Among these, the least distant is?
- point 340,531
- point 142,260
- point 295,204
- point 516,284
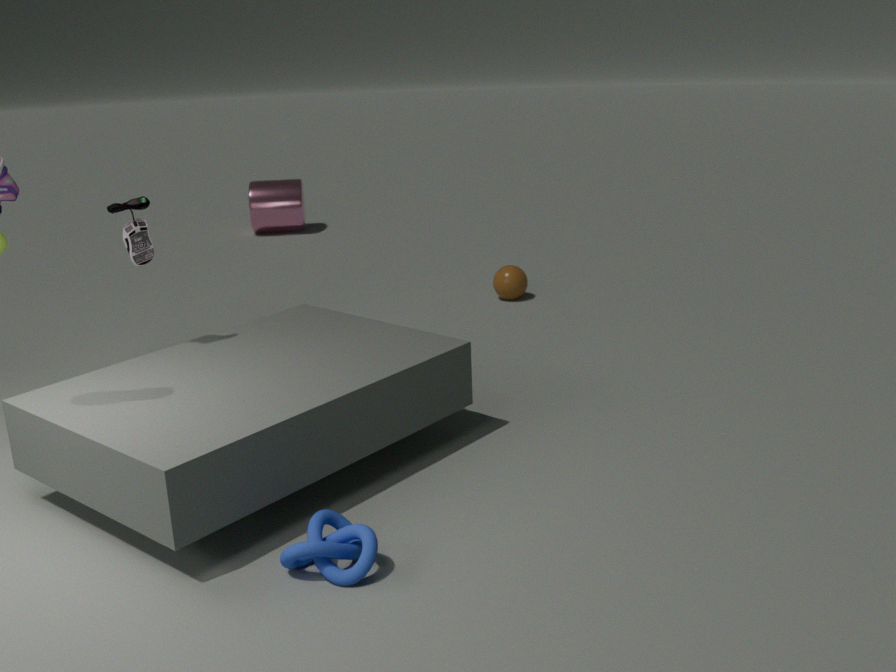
point 340,531
